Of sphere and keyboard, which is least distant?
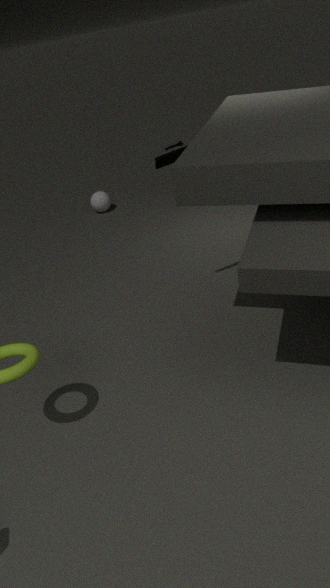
keyboard
